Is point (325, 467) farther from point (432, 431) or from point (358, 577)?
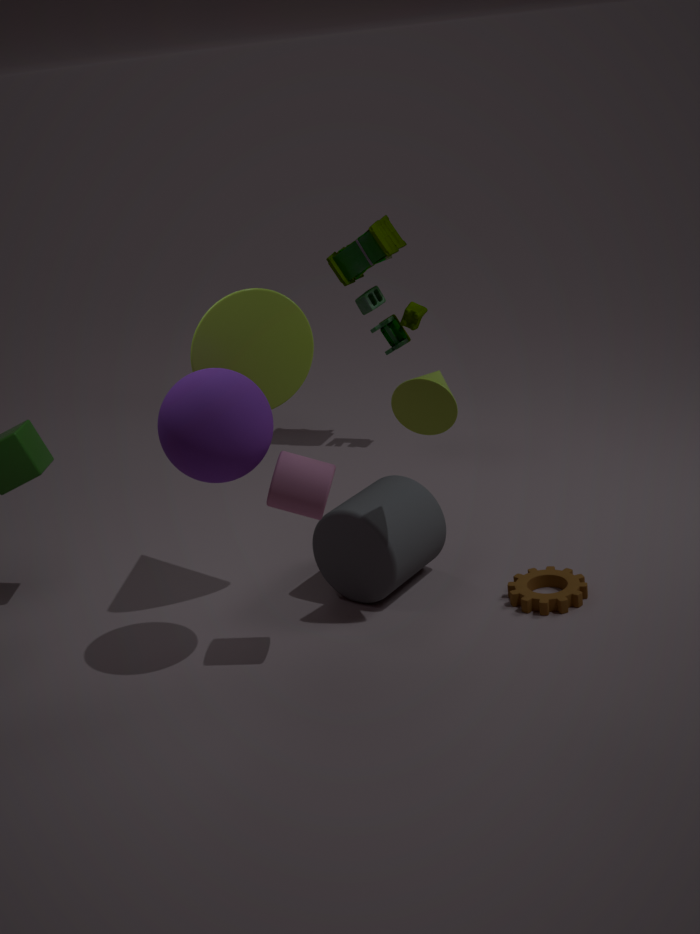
point (358, 577)
